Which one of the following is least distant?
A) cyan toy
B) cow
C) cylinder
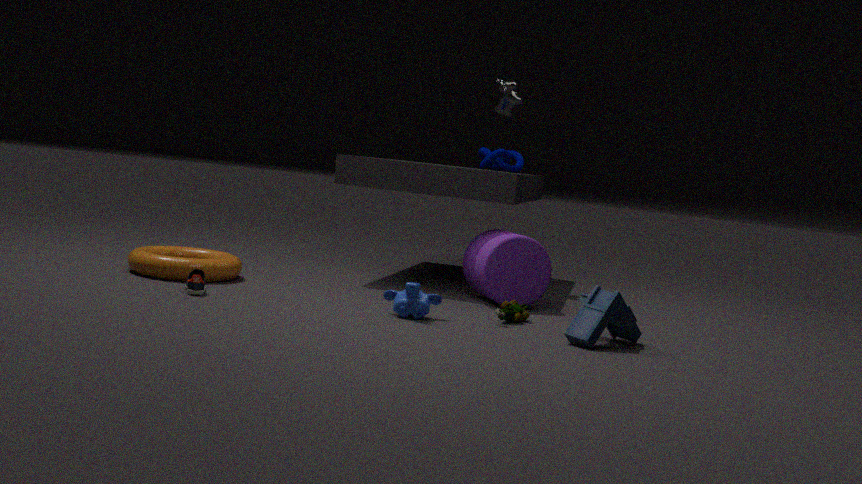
cyan toy
